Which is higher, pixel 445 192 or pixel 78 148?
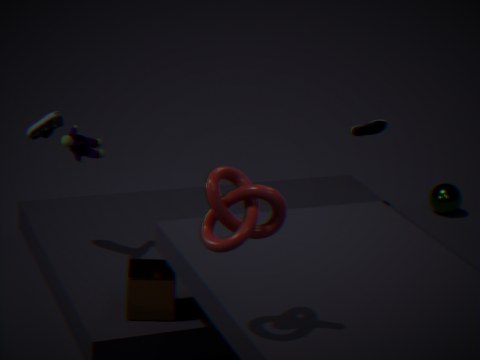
pixel 78 148
